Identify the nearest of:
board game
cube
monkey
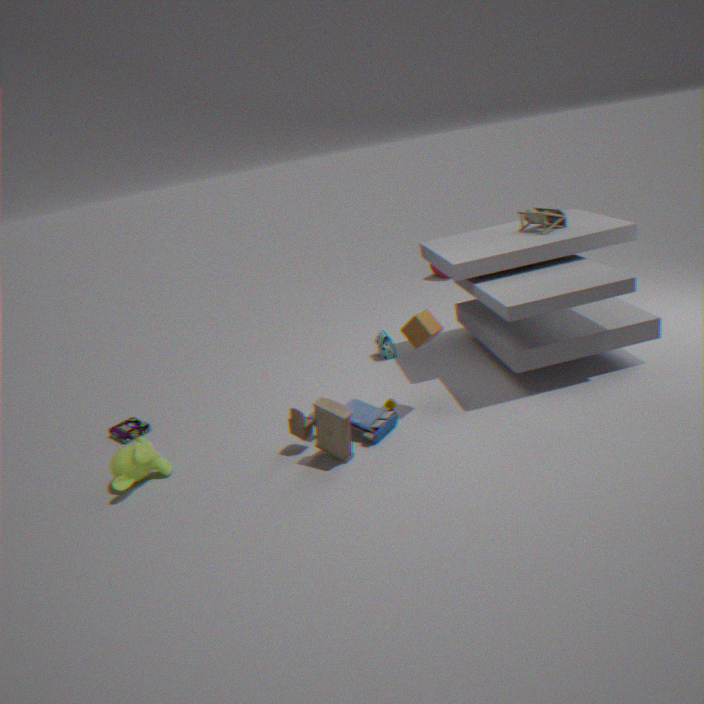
monkey
